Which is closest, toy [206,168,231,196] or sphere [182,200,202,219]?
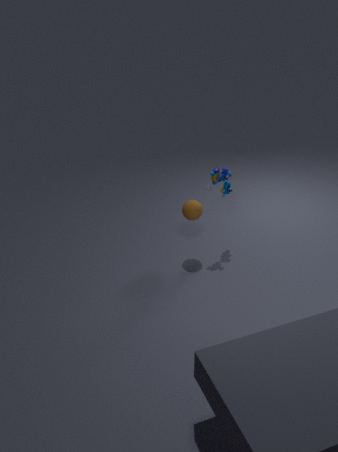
sphere [182,200,202,219]
